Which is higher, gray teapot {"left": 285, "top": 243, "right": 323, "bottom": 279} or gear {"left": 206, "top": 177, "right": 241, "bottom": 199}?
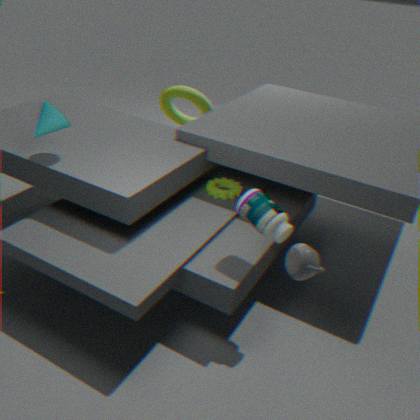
gray teapot {"left": 285, "top": 243, "right": 323, "bottom": 279}
